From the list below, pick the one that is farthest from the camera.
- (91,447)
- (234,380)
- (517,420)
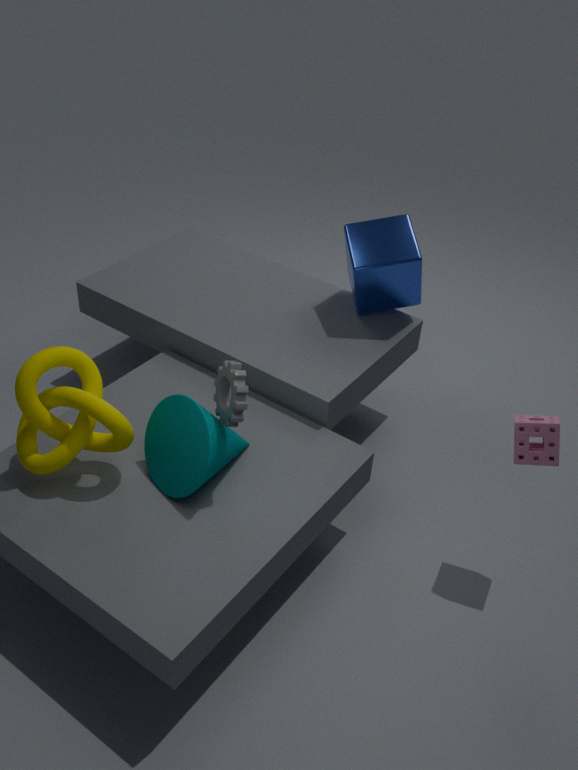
(91,447)
